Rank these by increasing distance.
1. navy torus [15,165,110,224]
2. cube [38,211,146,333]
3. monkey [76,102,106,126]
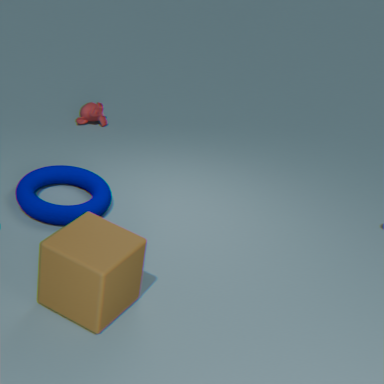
cube [38,211,146,333] → navy torus [15,165,110,224] → monkey [76,102,106,126]
